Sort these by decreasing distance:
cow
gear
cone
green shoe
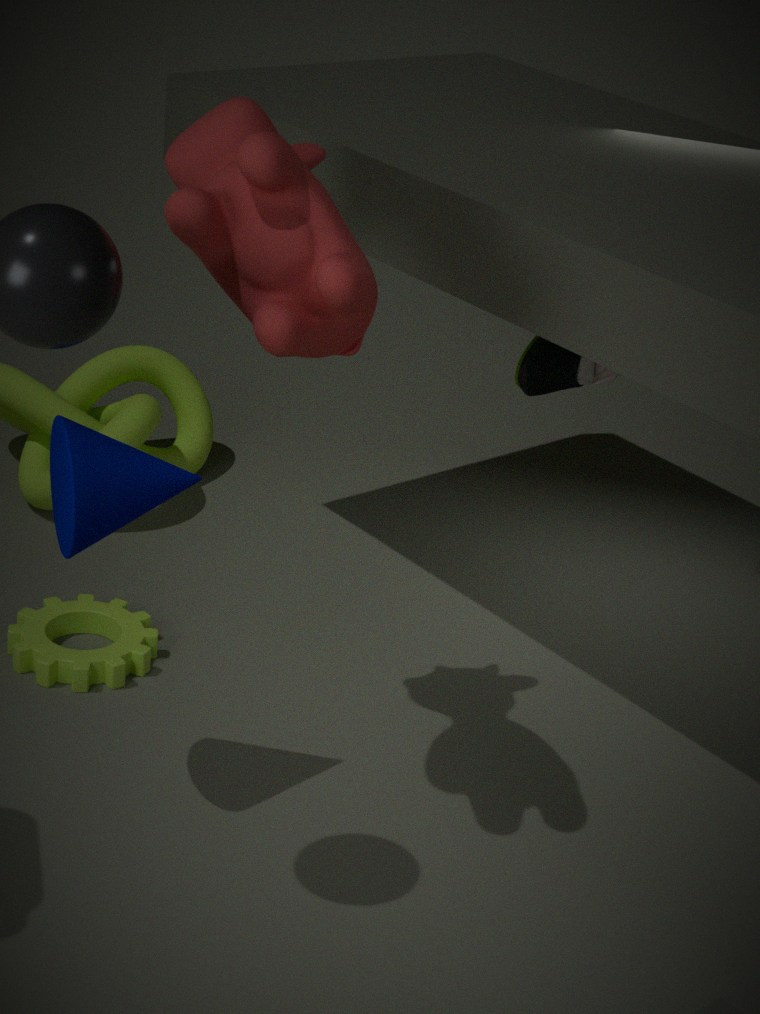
gear → green shoe → cone → cow
